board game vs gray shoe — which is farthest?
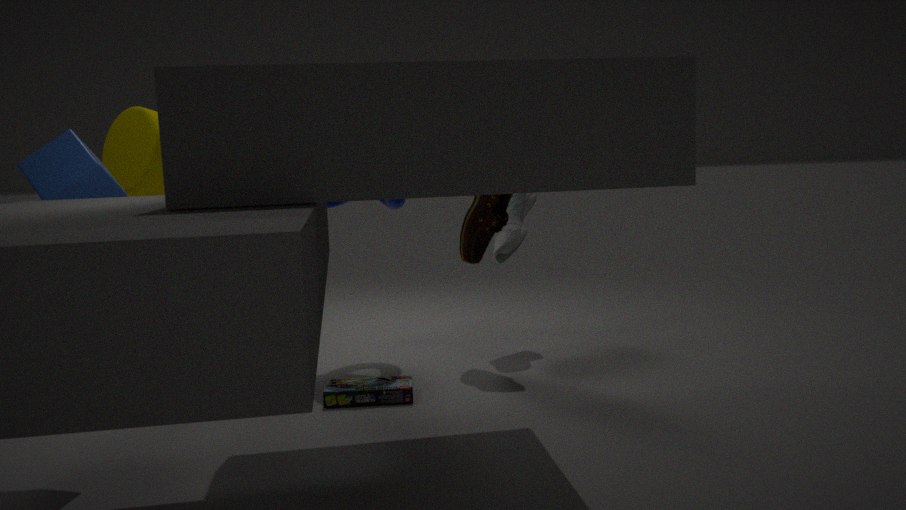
gray shoe
